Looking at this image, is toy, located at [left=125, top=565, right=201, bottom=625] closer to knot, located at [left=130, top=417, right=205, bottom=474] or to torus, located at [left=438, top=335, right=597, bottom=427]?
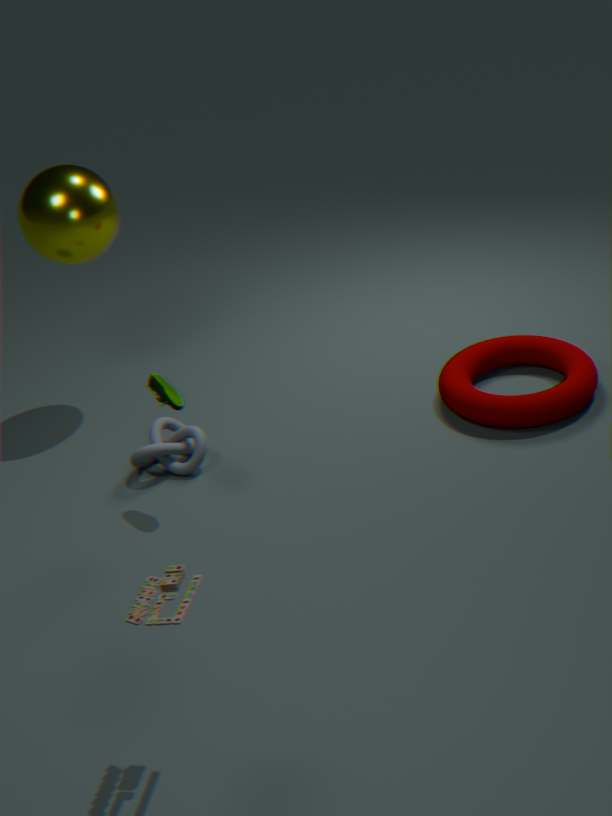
knot, located at [left=130, top=417, right=205, bottom=474]
